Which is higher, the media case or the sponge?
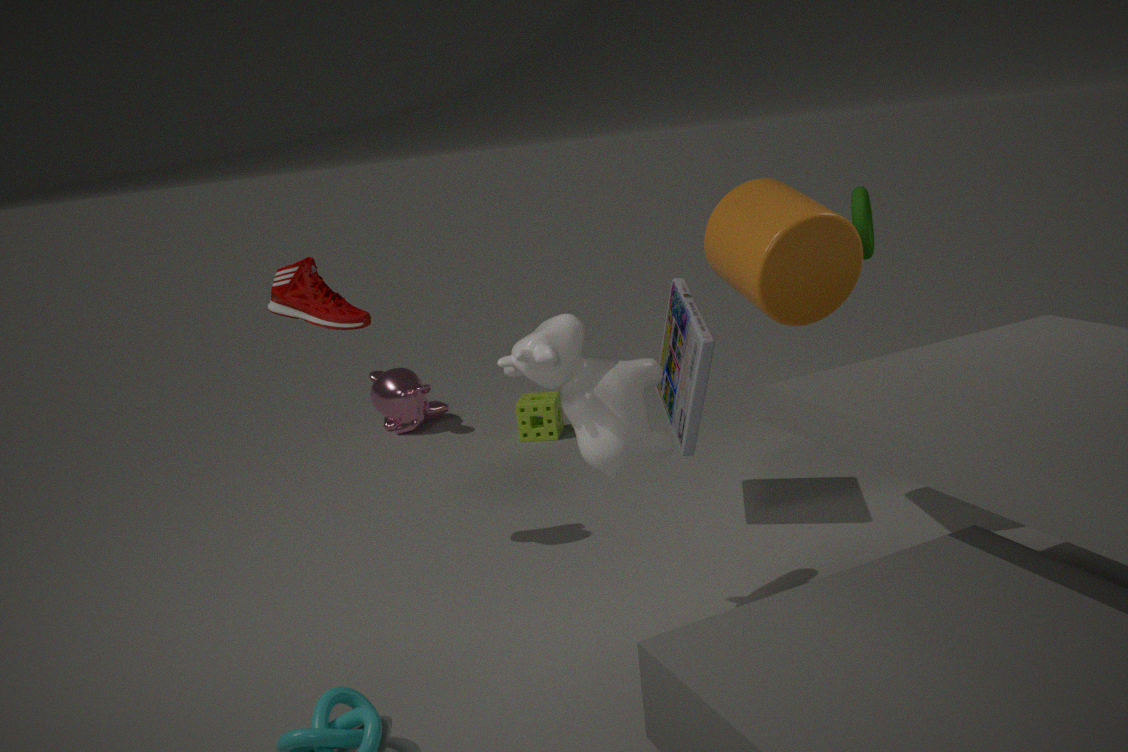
the media case
